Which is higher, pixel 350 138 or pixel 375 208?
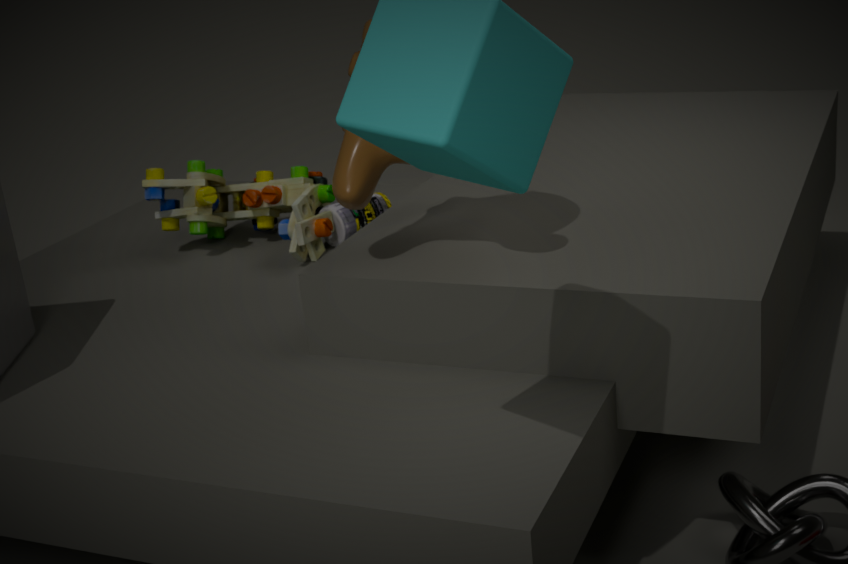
pixel 350 138
